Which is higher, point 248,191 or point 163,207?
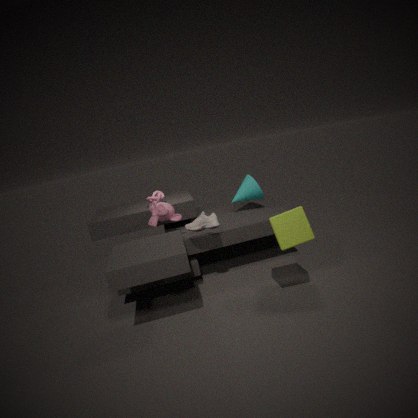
point 163,207
